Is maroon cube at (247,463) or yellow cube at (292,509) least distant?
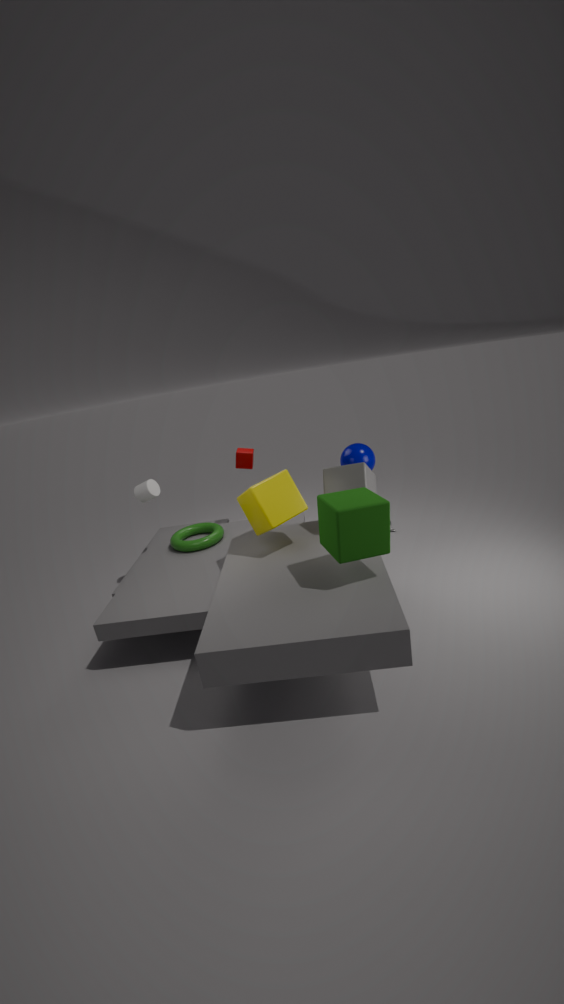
yellow cube at (292,509)
